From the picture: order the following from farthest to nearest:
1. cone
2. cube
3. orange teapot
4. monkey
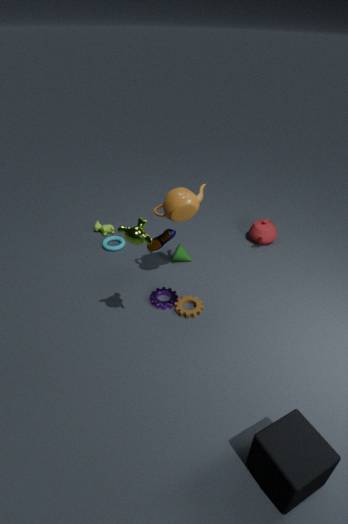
cone, orange teapot, monkey, cube
